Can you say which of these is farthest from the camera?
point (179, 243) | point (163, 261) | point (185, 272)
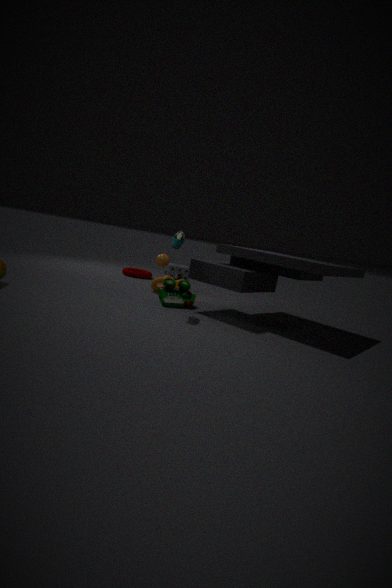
point (185, 272)
